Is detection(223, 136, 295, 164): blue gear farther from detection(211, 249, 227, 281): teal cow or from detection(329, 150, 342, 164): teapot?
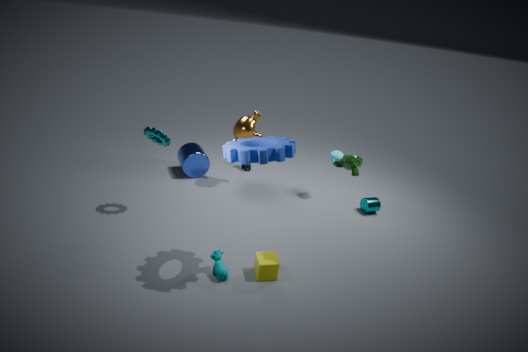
detection(329, 150, 342, 164): teapot
